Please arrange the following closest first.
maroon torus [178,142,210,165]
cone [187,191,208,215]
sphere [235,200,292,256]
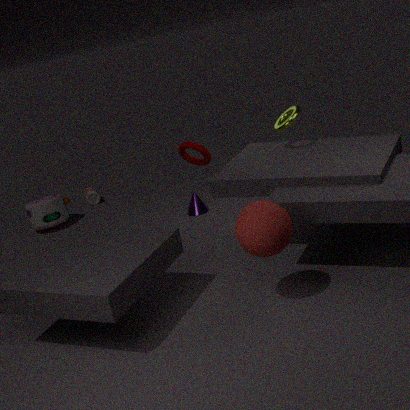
sphere [235,200,292,256] → maroon torus [178,142,210,165] → cone [187,191,208,215]
